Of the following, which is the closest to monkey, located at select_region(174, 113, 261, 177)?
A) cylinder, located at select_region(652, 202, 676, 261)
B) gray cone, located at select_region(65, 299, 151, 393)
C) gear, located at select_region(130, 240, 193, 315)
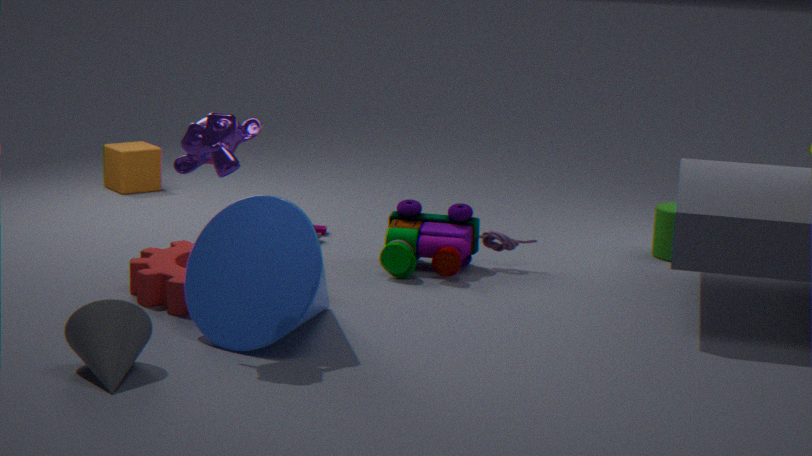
gray cone, located at select_region(65, 299, 151, 393)
